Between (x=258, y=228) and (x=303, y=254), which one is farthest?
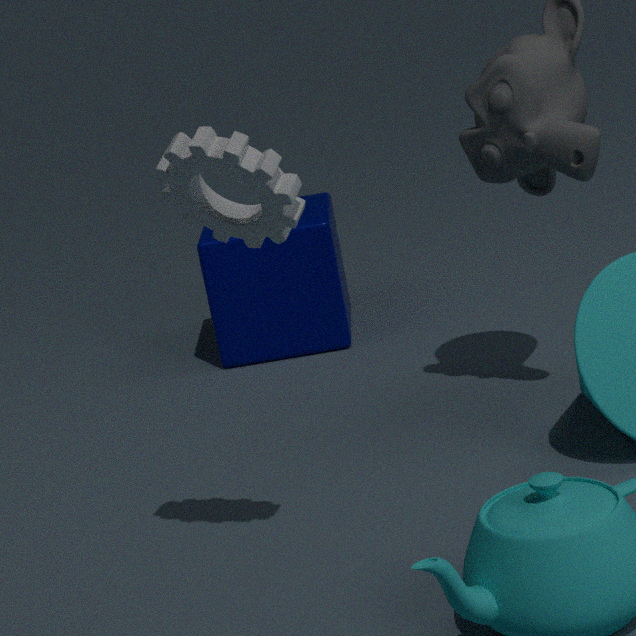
(x=303, y=254)
